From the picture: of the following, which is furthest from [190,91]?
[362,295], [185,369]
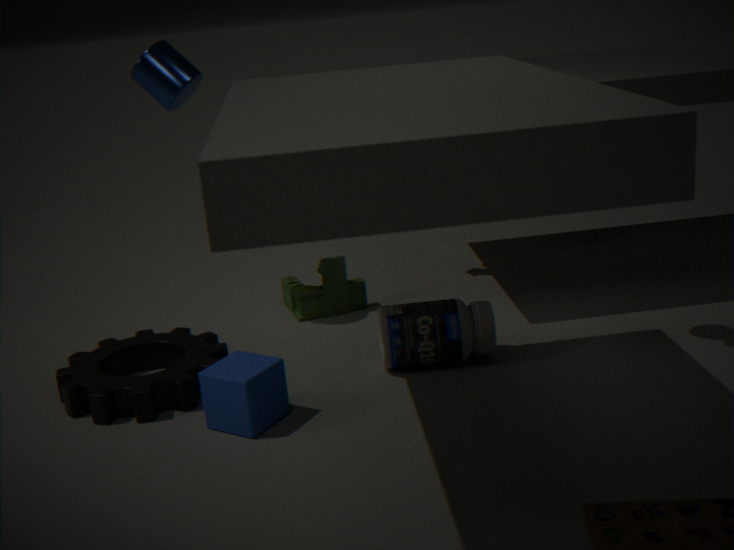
[185,369]
